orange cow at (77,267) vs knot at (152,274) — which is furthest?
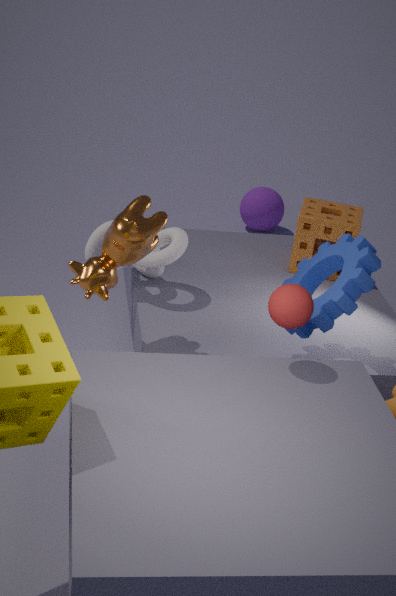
knot at (152,274)
